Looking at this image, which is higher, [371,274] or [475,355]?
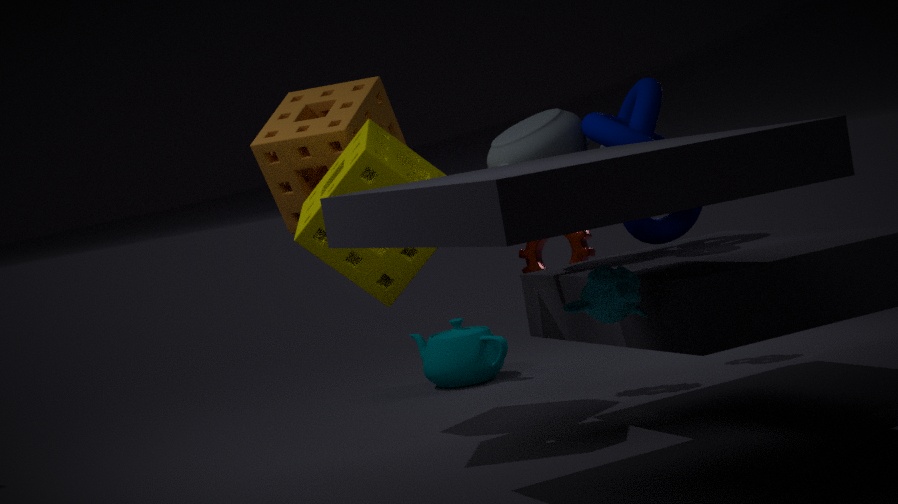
[371,274]
